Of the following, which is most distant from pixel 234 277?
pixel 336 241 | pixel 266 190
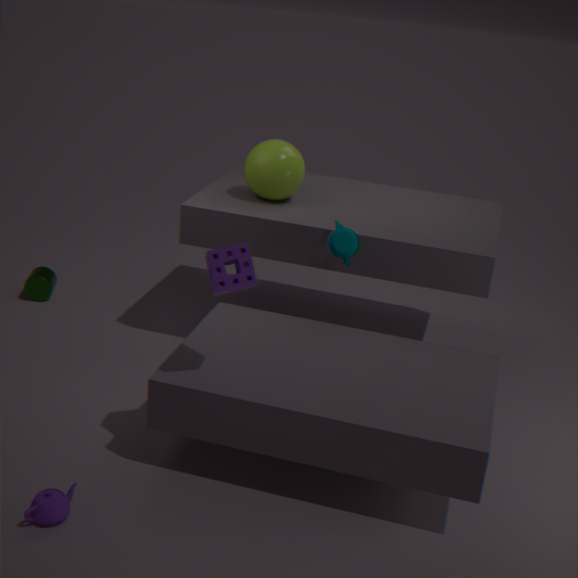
pixel 266 190
